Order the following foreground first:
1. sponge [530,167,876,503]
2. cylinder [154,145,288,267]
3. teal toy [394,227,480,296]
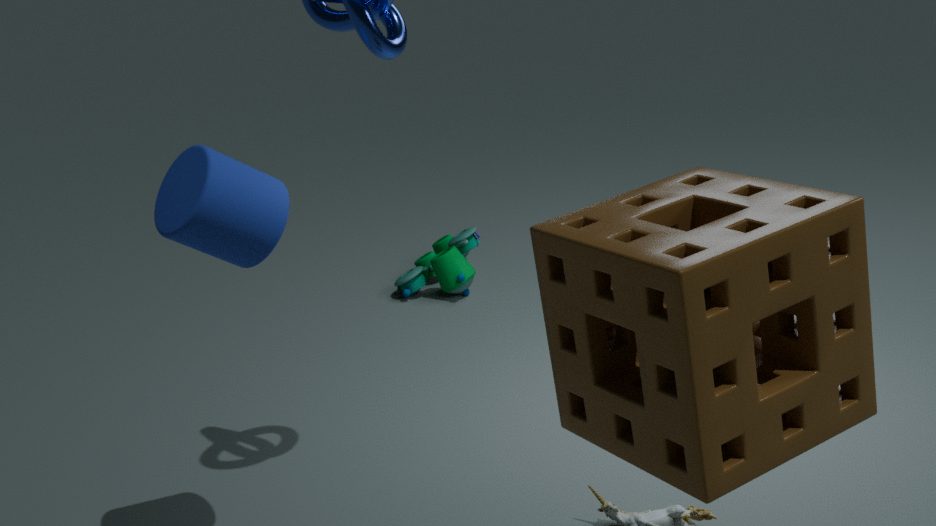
1. sponge [530,167,876,503]
2. cylinder [154,145,288,267]
3. teal toy [394,227,480,296]
